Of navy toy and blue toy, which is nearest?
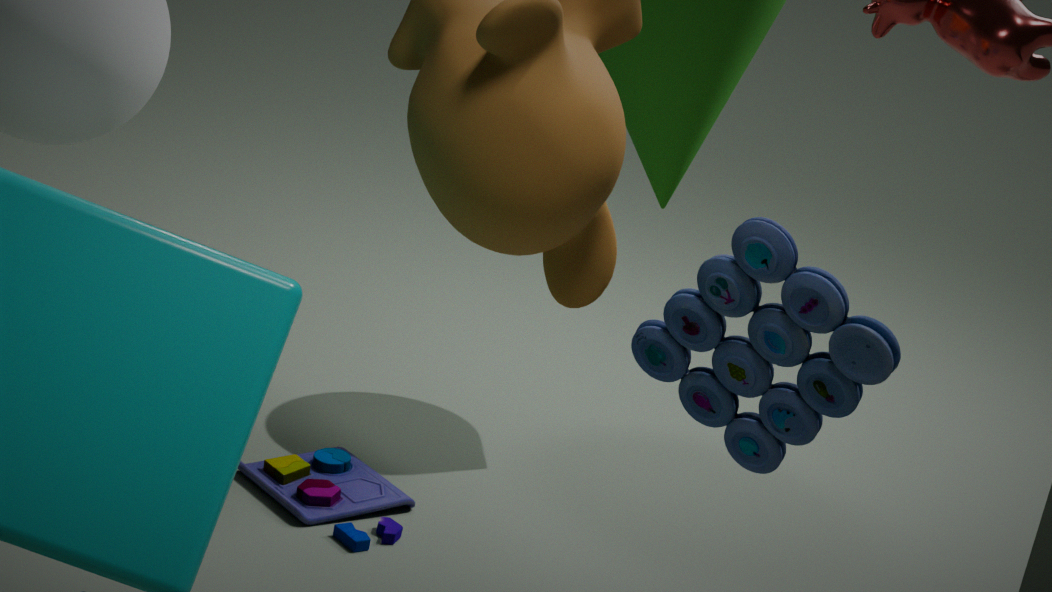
blue toy
